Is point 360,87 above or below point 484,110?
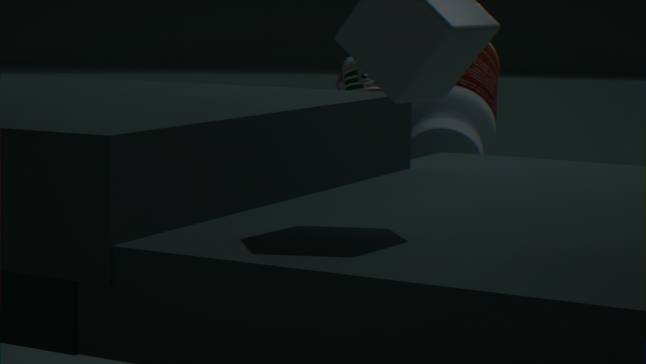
above
